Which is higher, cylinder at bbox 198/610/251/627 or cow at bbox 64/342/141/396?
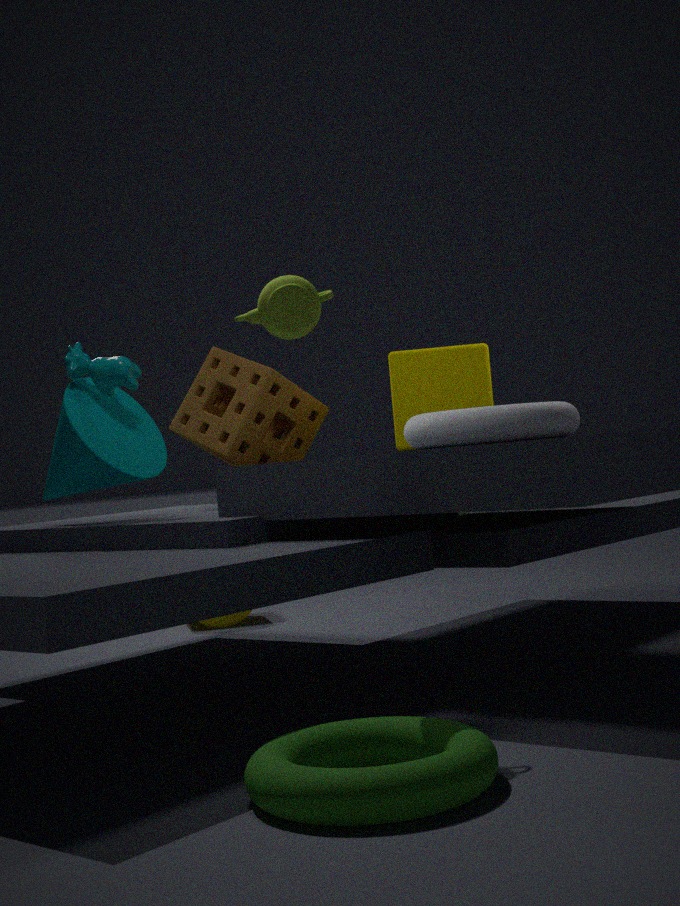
cow at bbox 64/342/141/396
